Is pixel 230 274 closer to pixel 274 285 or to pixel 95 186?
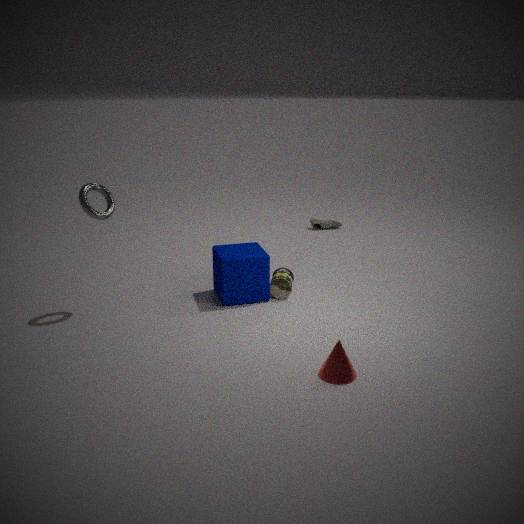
pixel 274 285
